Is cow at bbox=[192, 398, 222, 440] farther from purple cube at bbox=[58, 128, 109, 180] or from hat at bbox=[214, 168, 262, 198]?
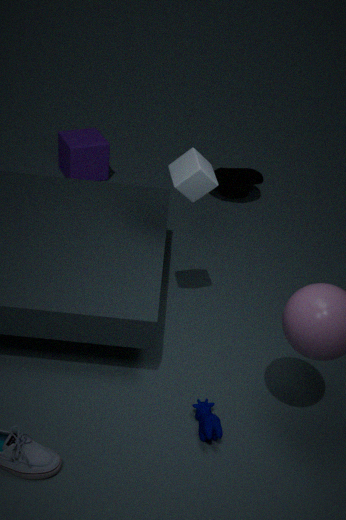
purple cube at bbox=[58, 128, 109, 180]
